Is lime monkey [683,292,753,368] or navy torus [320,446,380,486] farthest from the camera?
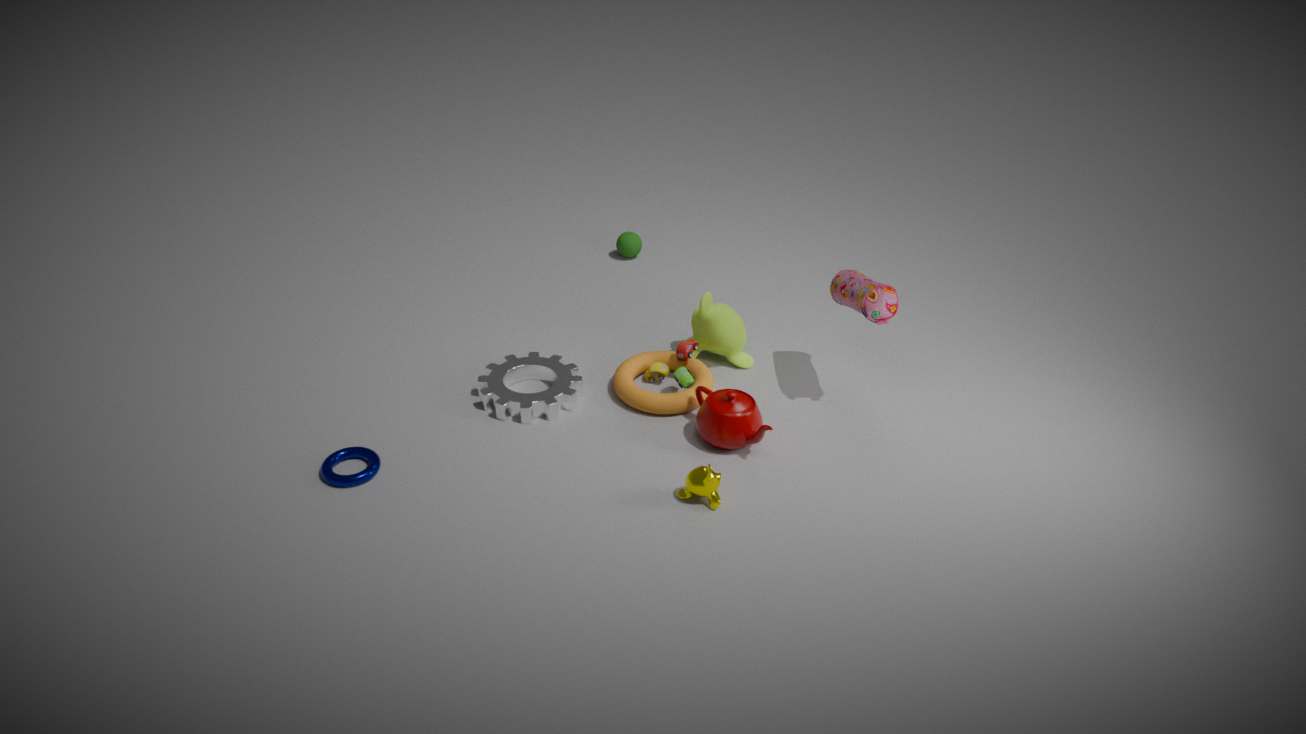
lime monkey [683,292,753,368]
